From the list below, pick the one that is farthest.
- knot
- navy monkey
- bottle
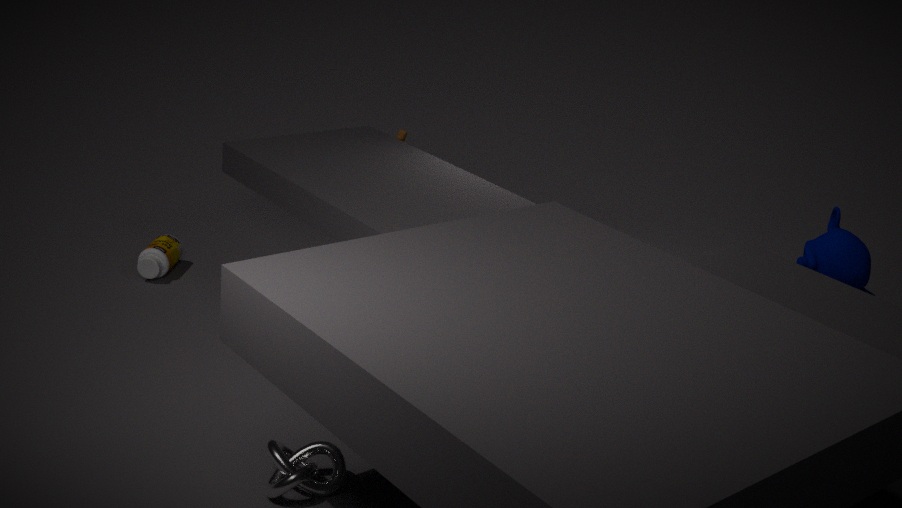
navy monkey
